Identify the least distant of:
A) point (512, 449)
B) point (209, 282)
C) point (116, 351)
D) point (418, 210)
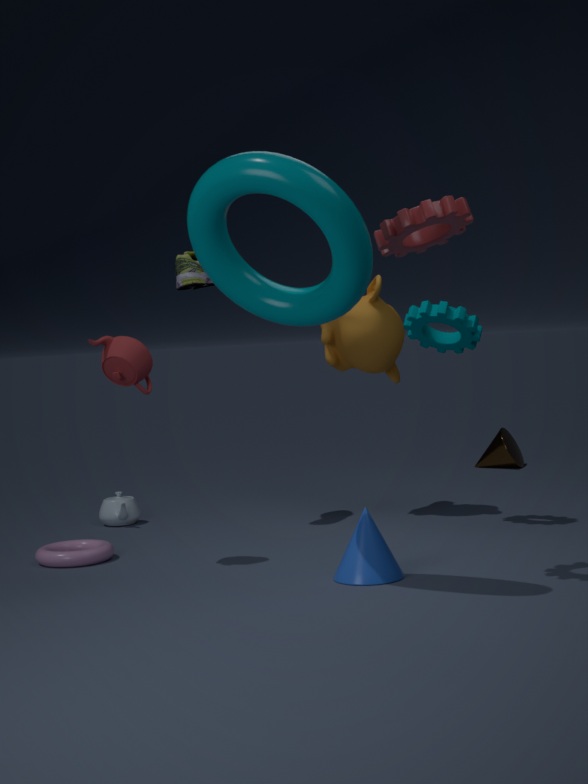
point (418, 210)
